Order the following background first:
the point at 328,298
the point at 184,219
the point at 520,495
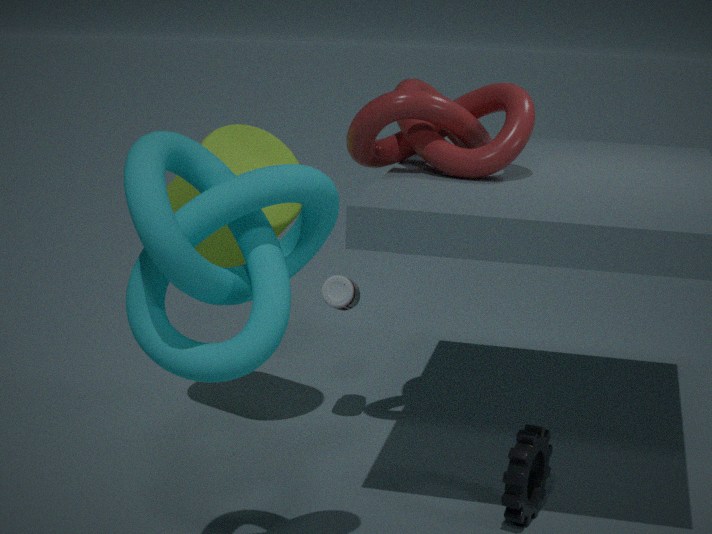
1. the point at 328,298
2. the point at 520,495
3. the point at 184,219
